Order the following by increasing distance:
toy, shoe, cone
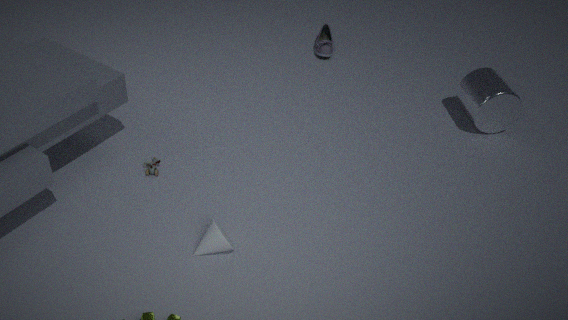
cone, toy, shoe
